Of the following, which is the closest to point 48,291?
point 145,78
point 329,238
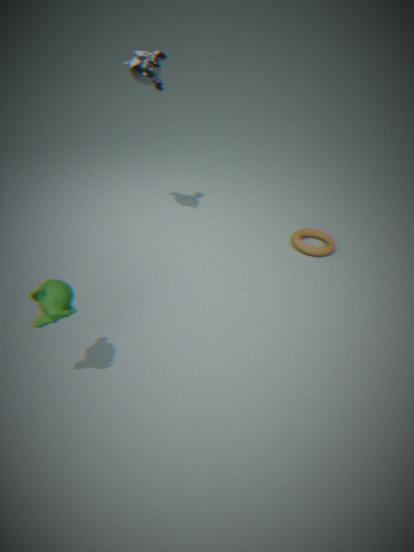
point 145,78
